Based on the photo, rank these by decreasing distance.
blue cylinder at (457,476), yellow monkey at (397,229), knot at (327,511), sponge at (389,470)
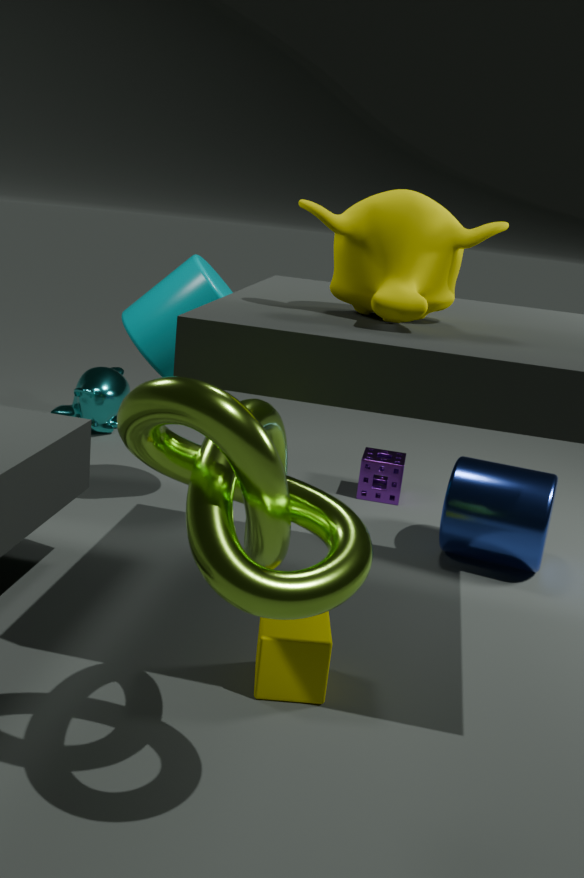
sponge at (389,470) < blue cylinder at (457,476) < yellow monkey at (397,229) < knot at (327,511)
